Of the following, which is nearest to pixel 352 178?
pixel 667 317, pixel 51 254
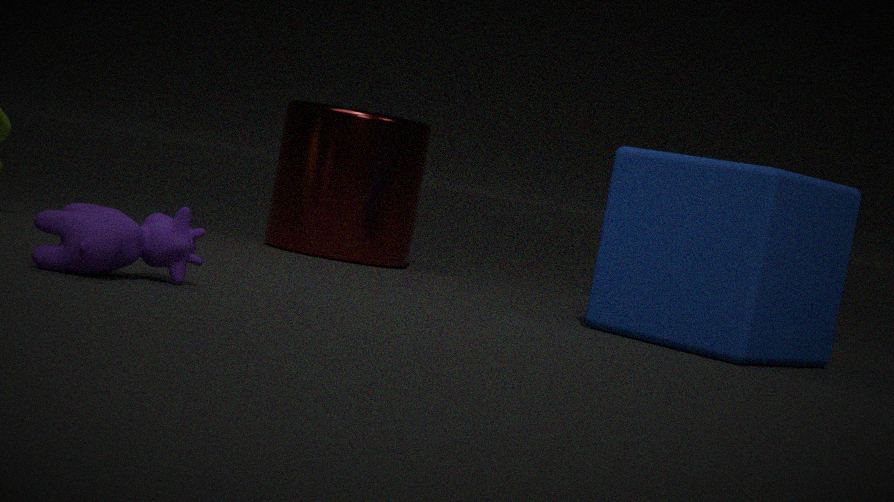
pixel 667 317
